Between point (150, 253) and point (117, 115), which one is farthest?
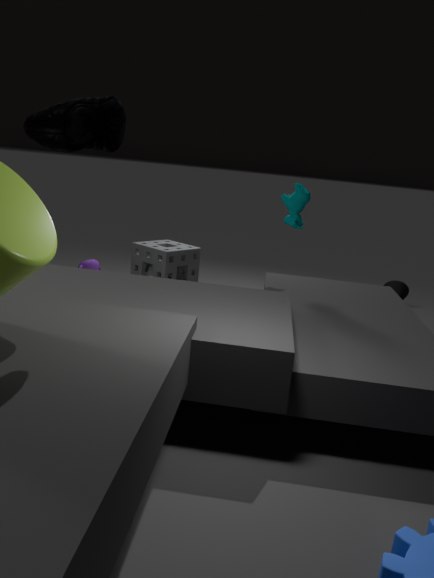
point (150, 253)
